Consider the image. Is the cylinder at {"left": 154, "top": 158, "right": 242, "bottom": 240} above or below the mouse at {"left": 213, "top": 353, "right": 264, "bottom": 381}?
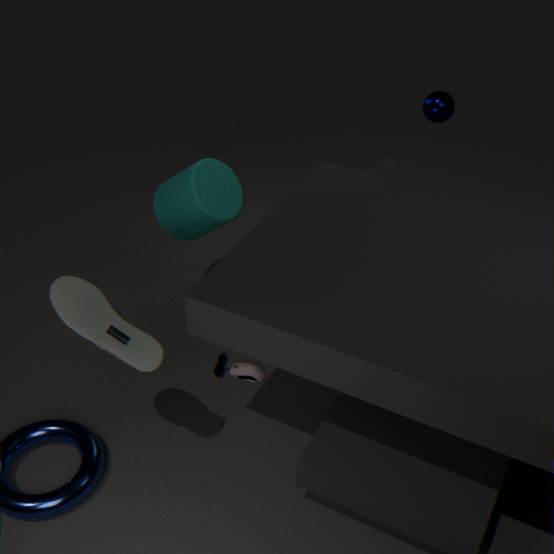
above
